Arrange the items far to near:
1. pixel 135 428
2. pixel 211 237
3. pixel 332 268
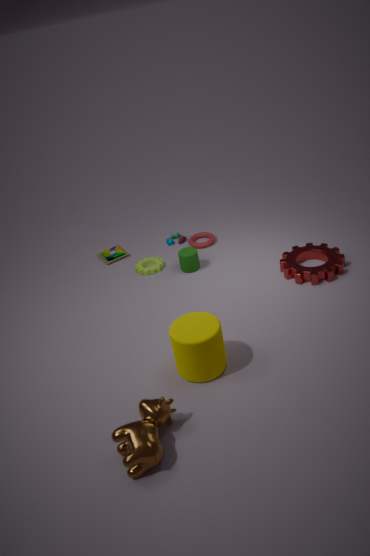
pixel 211 237, pixel 332 268, pixel 135 428
